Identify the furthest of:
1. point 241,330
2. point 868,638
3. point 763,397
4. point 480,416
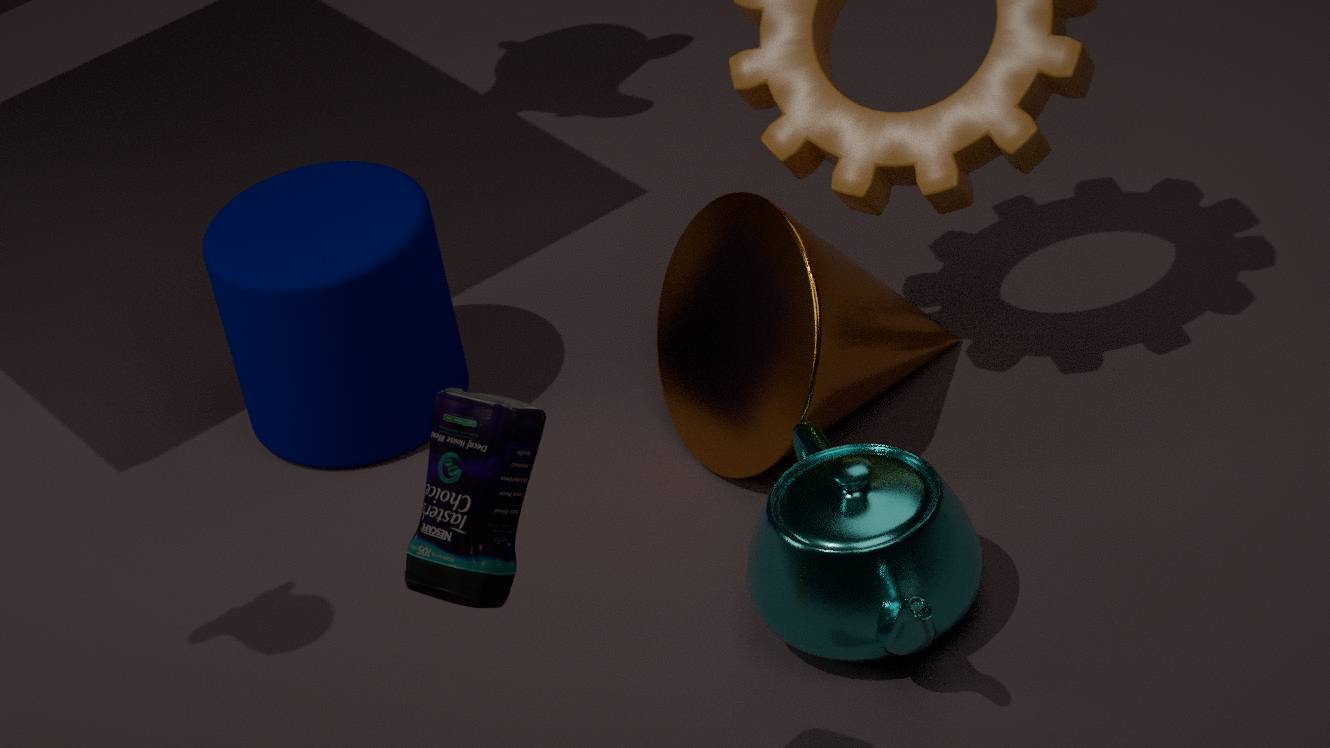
point 241,330
